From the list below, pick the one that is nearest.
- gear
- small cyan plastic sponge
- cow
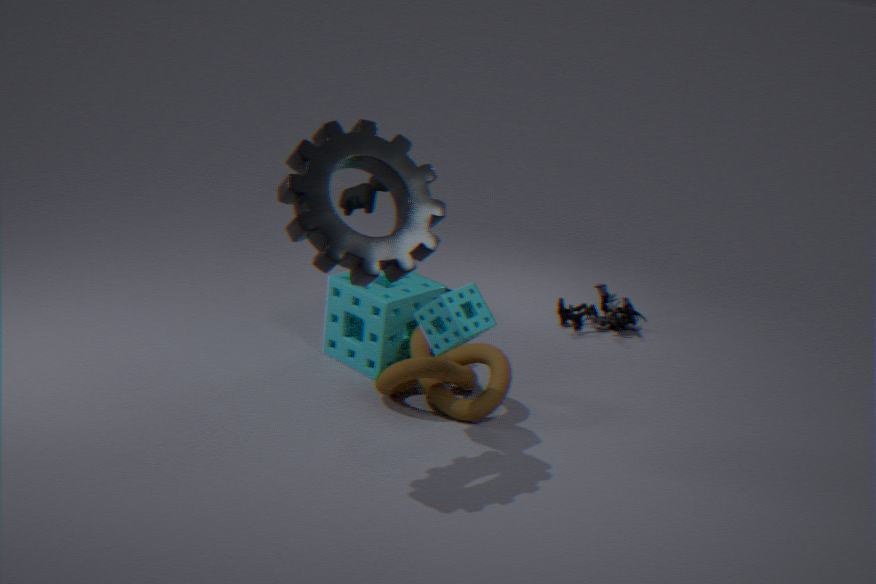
gear
